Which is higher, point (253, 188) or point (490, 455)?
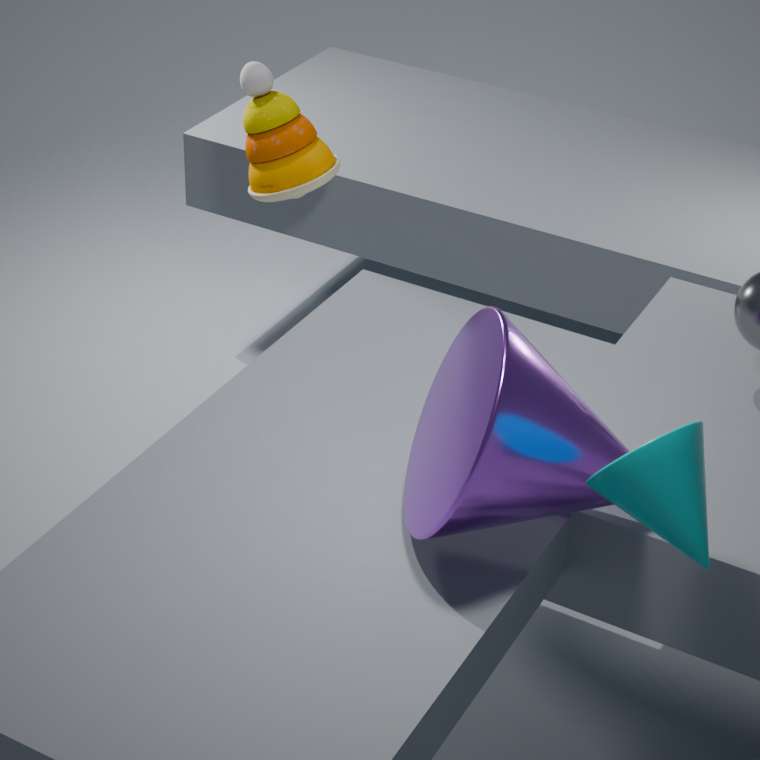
point (490, 455)
